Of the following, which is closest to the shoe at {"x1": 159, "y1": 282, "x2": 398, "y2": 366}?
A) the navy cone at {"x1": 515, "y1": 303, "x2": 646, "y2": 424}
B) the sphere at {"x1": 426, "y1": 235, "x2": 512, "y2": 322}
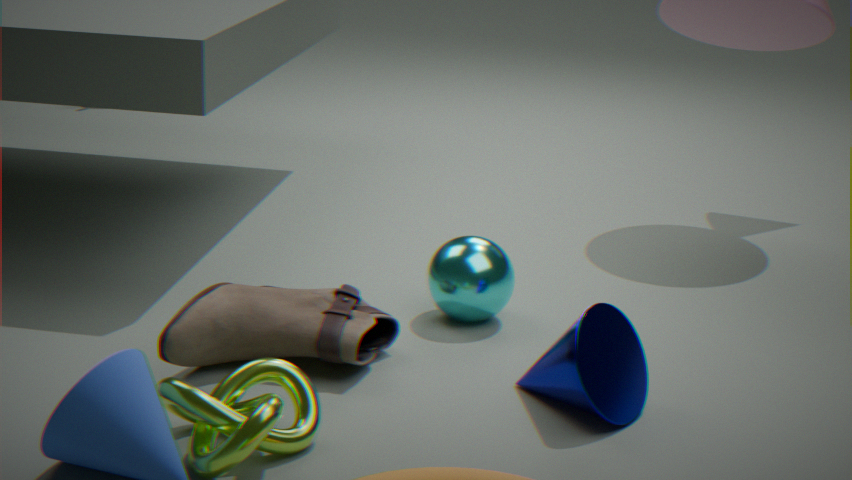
the sphere at {"x1": 426, "y1": 235, "x2": 512, "y2": 322}
